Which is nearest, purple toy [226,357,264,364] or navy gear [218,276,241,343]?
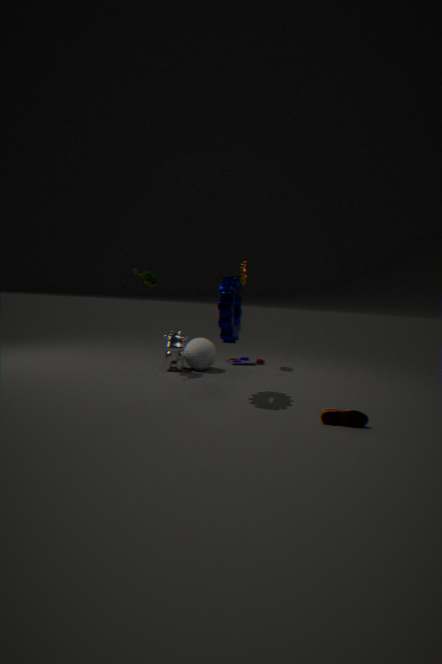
navy gear [218,276,241,343]
